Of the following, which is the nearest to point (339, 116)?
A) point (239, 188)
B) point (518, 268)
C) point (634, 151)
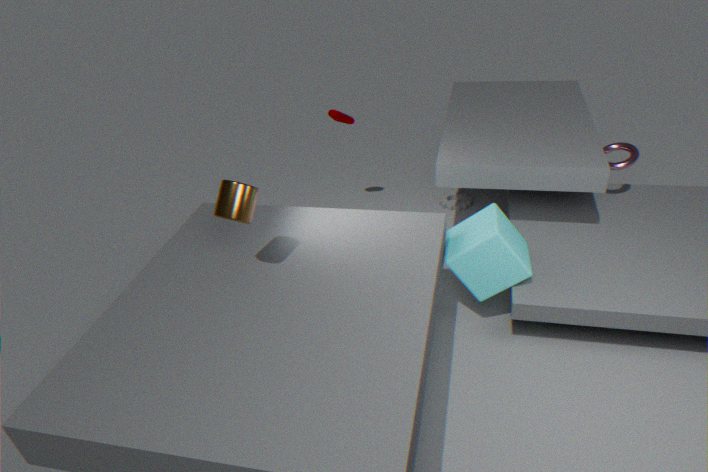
point (518, 268)
